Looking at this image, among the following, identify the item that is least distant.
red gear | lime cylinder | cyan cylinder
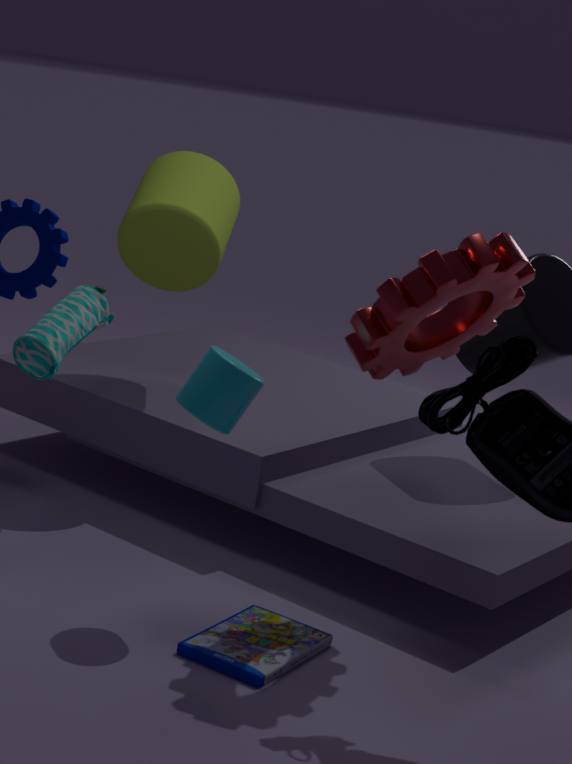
red gear
